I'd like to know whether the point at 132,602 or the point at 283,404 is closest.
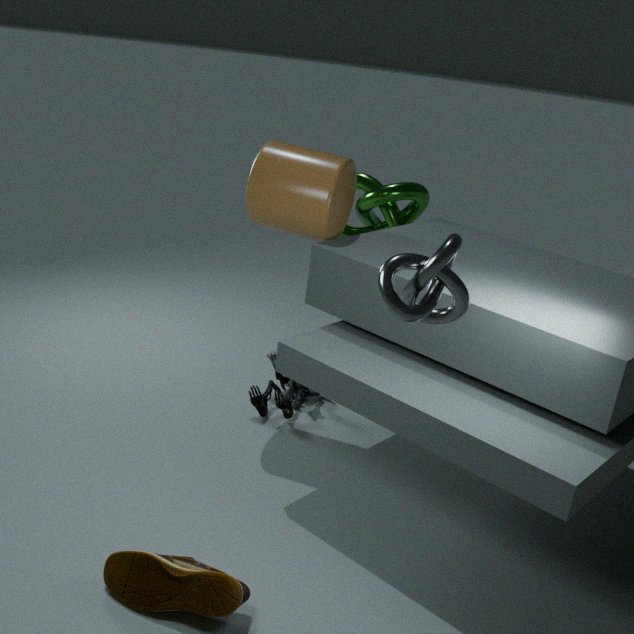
the point at 132,602
